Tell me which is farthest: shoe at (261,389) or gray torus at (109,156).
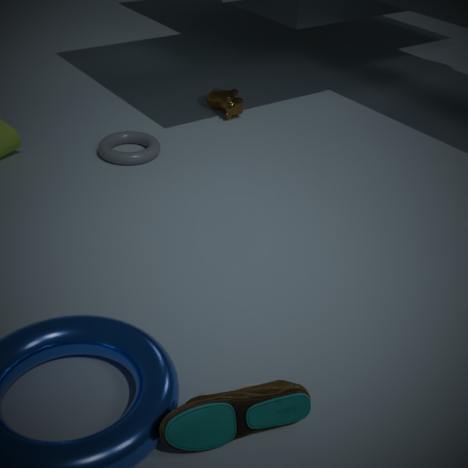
gray torus at (109,156)
